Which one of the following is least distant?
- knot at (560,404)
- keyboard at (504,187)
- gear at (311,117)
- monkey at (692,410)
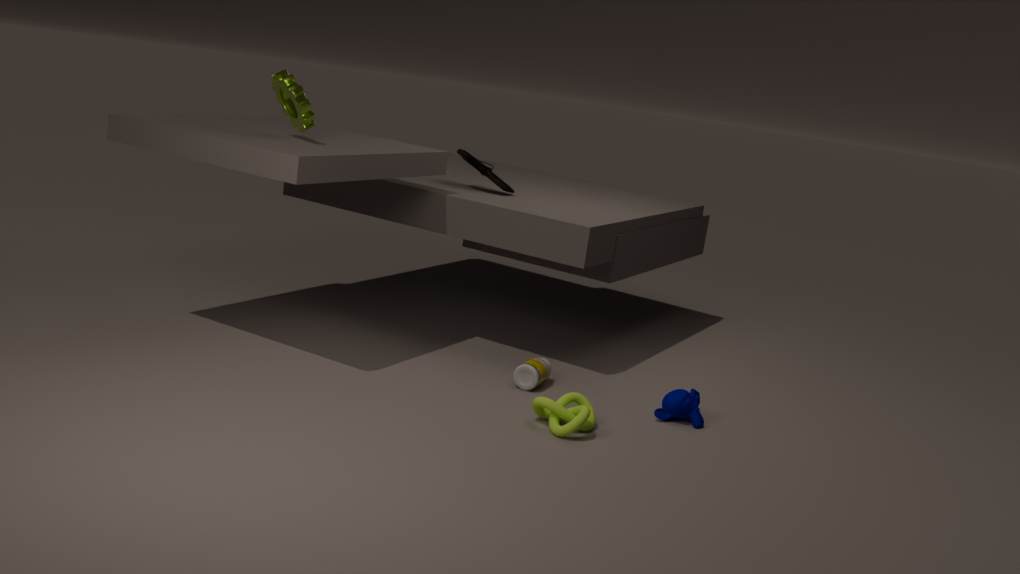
knot at (560,404)
